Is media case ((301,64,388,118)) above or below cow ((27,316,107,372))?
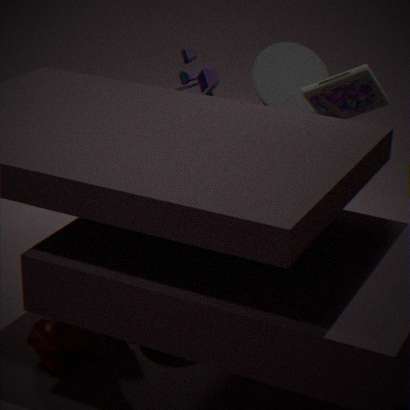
above
